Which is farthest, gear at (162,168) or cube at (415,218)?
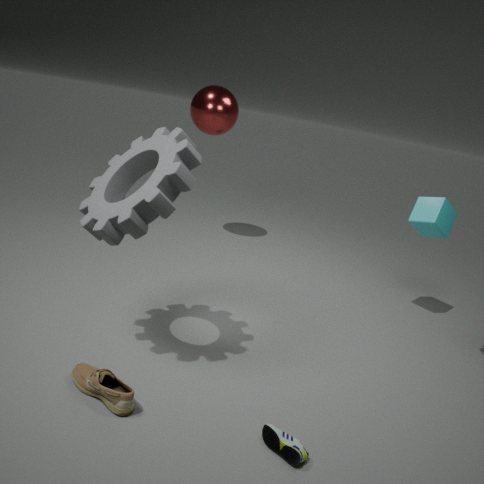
cube at (415,218)
